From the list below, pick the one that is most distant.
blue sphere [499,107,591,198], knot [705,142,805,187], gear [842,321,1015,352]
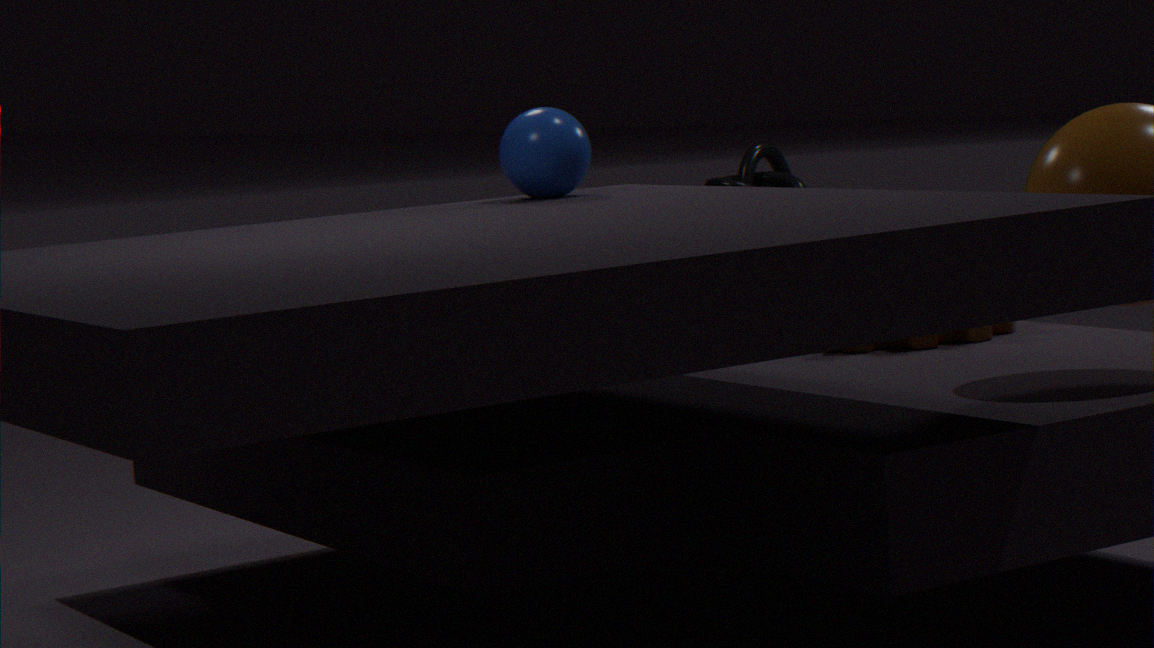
knot [705,142,805,187]
